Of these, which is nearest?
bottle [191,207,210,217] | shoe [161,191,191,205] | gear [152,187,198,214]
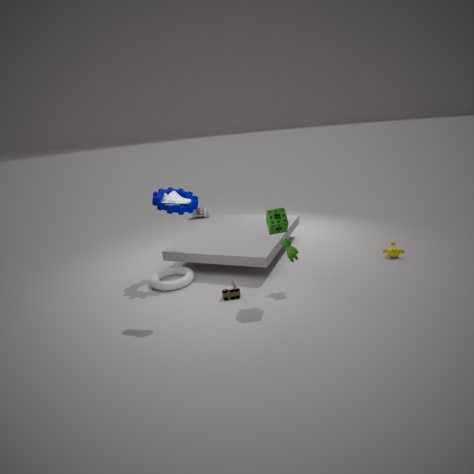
shoe [161,191,191,205]
